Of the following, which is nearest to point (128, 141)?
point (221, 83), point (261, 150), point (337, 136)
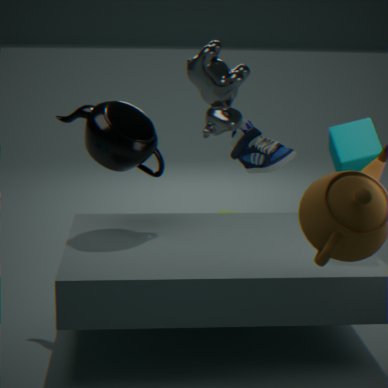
point (221, 83)
